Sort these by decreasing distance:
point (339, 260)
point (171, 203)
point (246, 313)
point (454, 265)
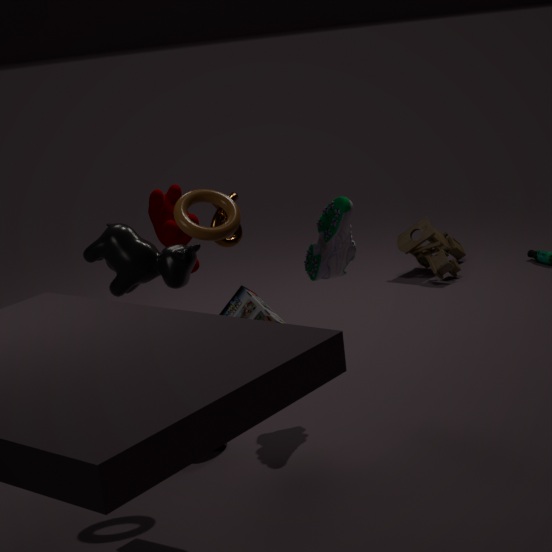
point (454, 265)
point (171, 203)
point (339, 260)
point (246, 313)
